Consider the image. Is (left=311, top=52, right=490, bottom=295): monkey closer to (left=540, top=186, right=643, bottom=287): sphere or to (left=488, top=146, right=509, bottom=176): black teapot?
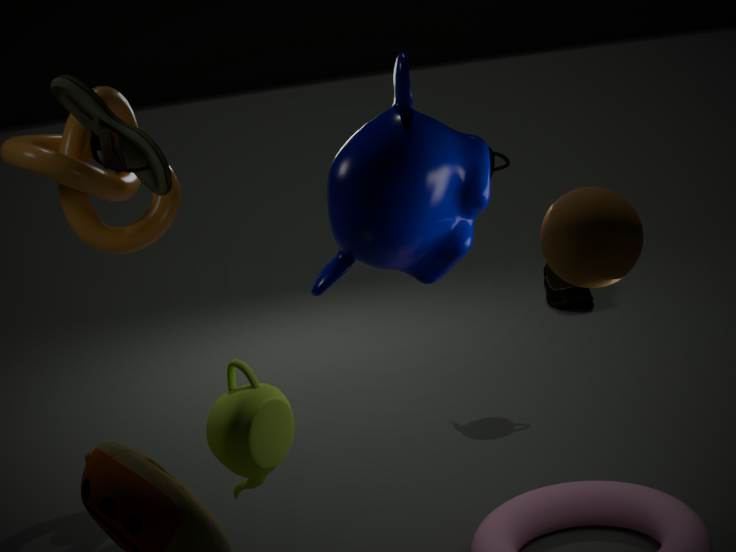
(left=540, top=186, right=643, bottom=287): sphere
